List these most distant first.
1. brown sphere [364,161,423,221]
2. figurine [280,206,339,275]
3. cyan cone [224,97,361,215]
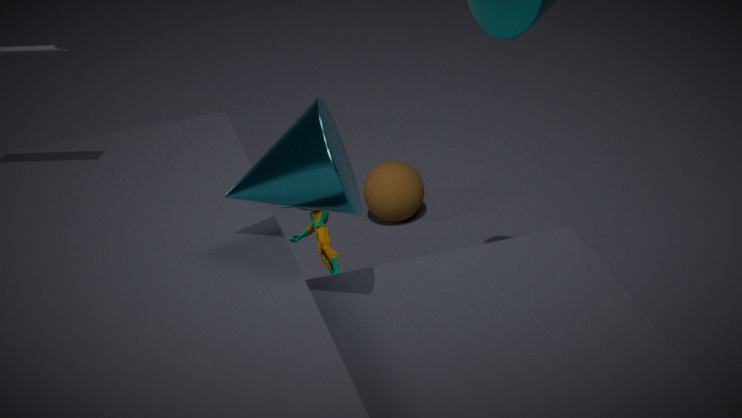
1. brown sphere [364,161,423,221]
2. figurine [280,206,339,275]
3. cyan cone [224,97,361,215]
